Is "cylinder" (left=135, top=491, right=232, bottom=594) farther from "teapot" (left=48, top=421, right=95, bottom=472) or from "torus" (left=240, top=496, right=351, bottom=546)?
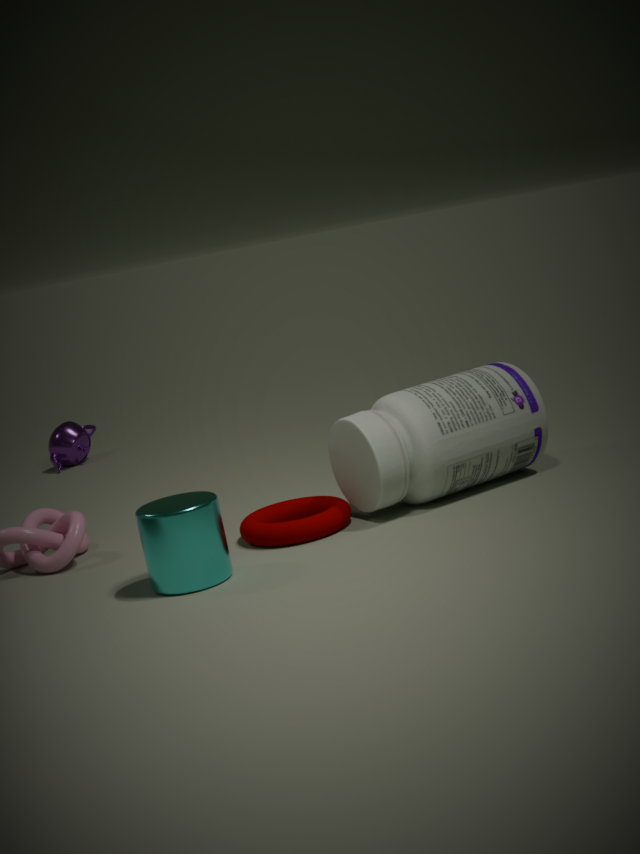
"teapot" (left=48, top=421, right=95, bottom=472)
